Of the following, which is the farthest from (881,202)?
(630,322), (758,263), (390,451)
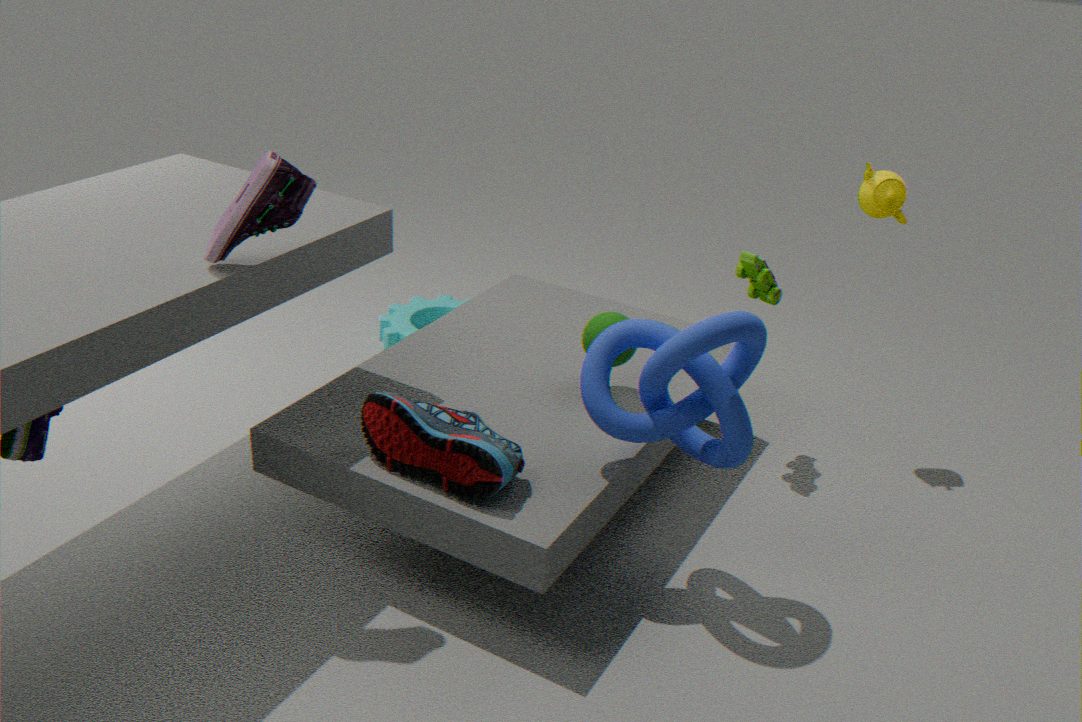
(390,451)
